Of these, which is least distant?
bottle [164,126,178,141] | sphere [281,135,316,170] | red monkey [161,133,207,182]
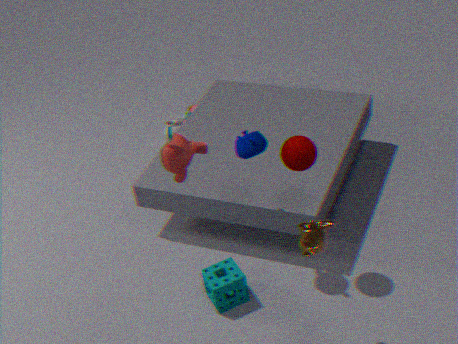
red monkey [161,133,207,182]
